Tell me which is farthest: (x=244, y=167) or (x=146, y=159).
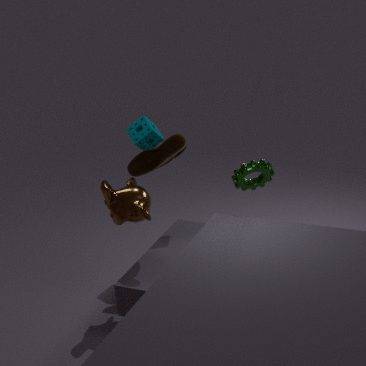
(x=146, y=159)
